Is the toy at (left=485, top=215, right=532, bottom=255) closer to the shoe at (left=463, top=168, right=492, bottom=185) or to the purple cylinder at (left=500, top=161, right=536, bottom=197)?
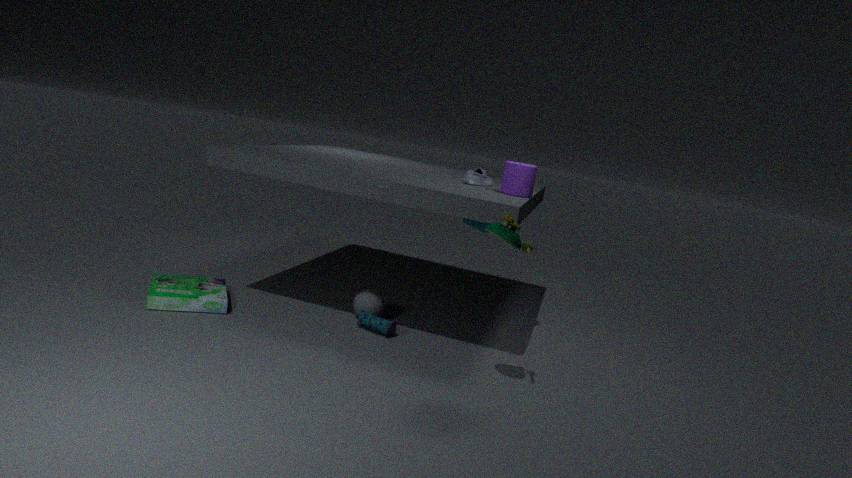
the purple cylinder at (left=500, top=161, right=536, bottom=197)
